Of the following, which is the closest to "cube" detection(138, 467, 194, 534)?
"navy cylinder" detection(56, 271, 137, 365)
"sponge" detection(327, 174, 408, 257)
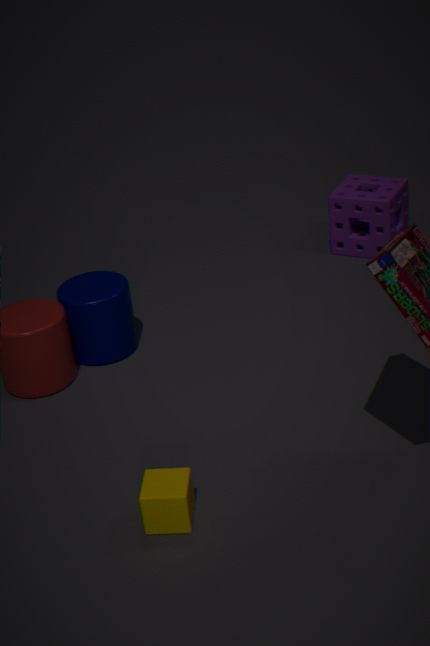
"navy cylinder" detection(56, 271, 137, 365)
